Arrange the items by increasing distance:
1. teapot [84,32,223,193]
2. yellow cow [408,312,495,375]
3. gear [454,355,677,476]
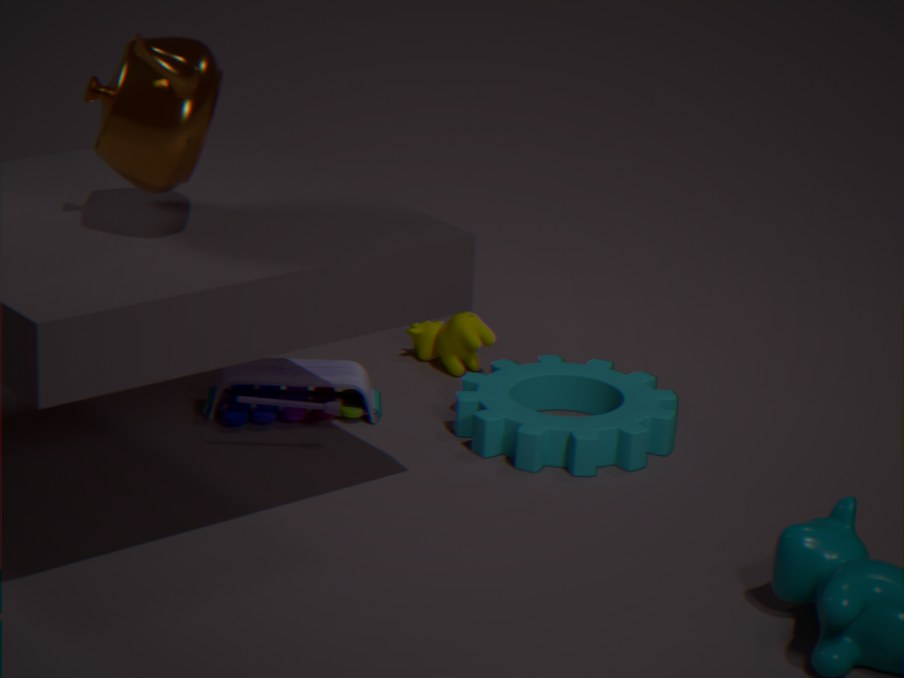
teapot [84,32,223,193]
gear [454,355,677,476]
yellow cow [408,312,495,375]
